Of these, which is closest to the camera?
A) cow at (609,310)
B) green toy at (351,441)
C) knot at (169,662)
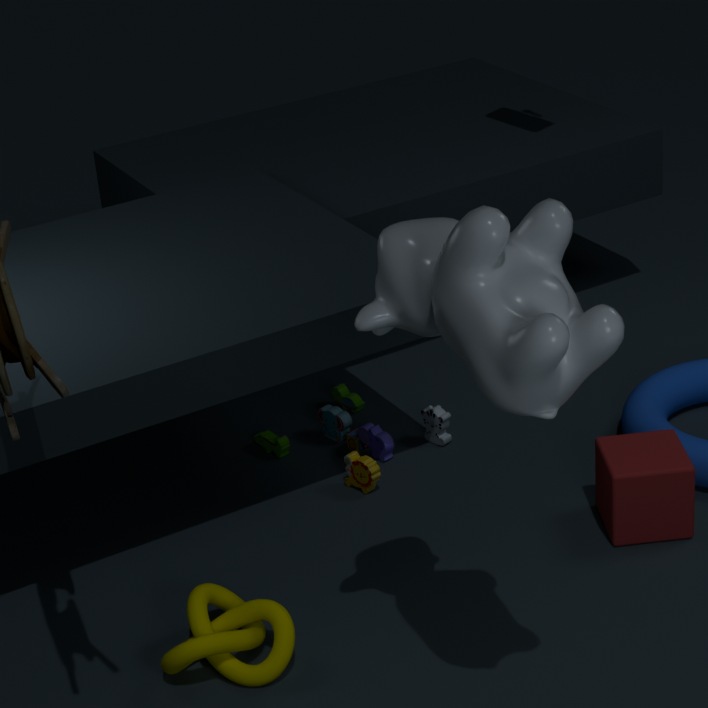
cow at (609,310)
